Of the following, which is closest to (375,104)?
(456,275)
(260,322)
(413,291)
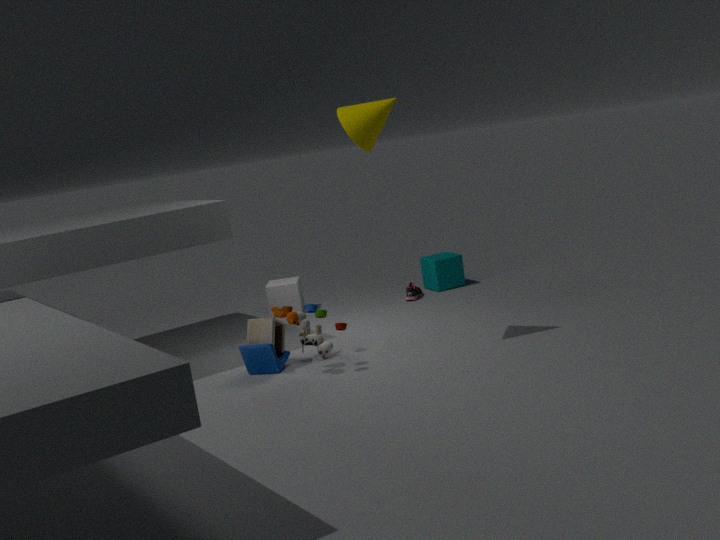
(260,322)
